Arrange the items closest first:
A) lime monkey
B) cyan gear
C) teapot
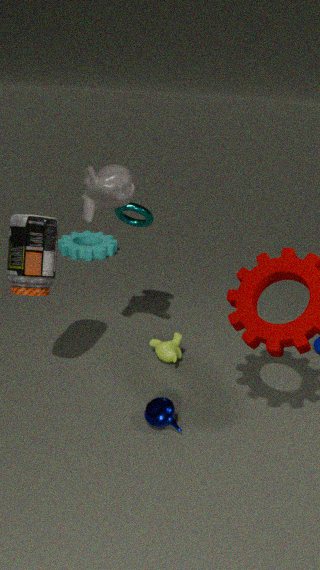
teapot < lime monkey < cyan gear
